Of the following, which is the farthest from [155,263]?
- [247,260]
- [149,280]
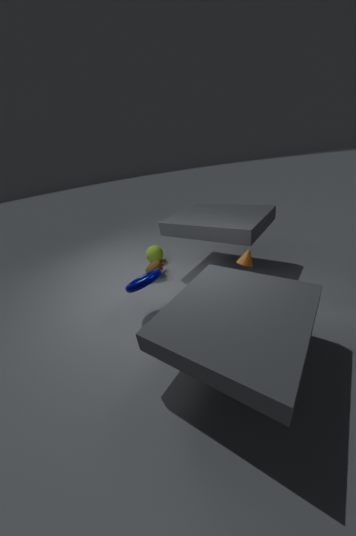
[247,260]
